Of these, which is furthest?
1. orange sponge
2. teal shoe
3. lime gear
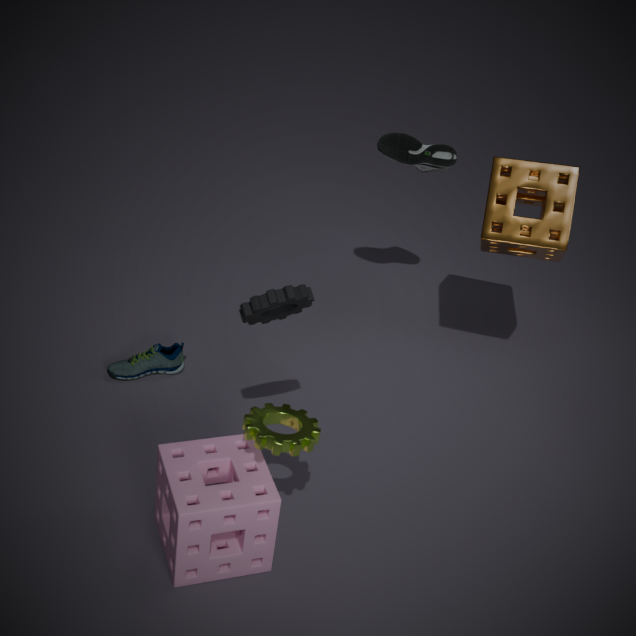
teal shoe
